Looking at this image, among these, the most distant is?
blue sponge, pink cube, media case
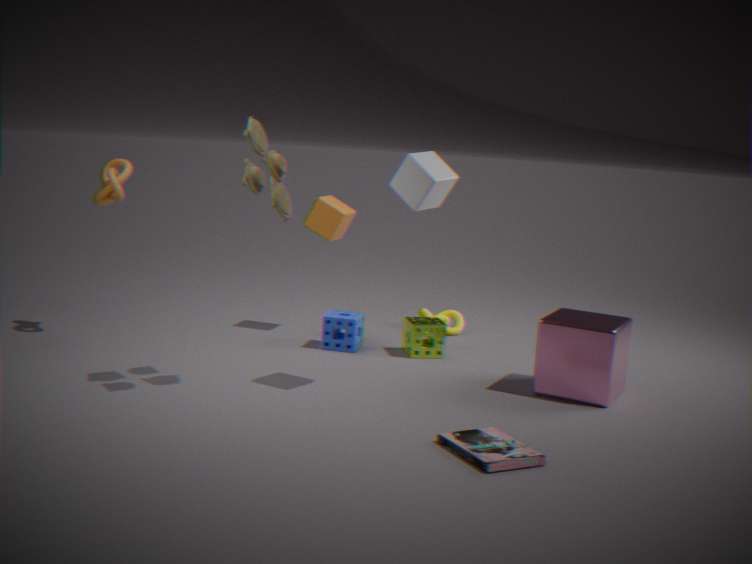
blue sponge
